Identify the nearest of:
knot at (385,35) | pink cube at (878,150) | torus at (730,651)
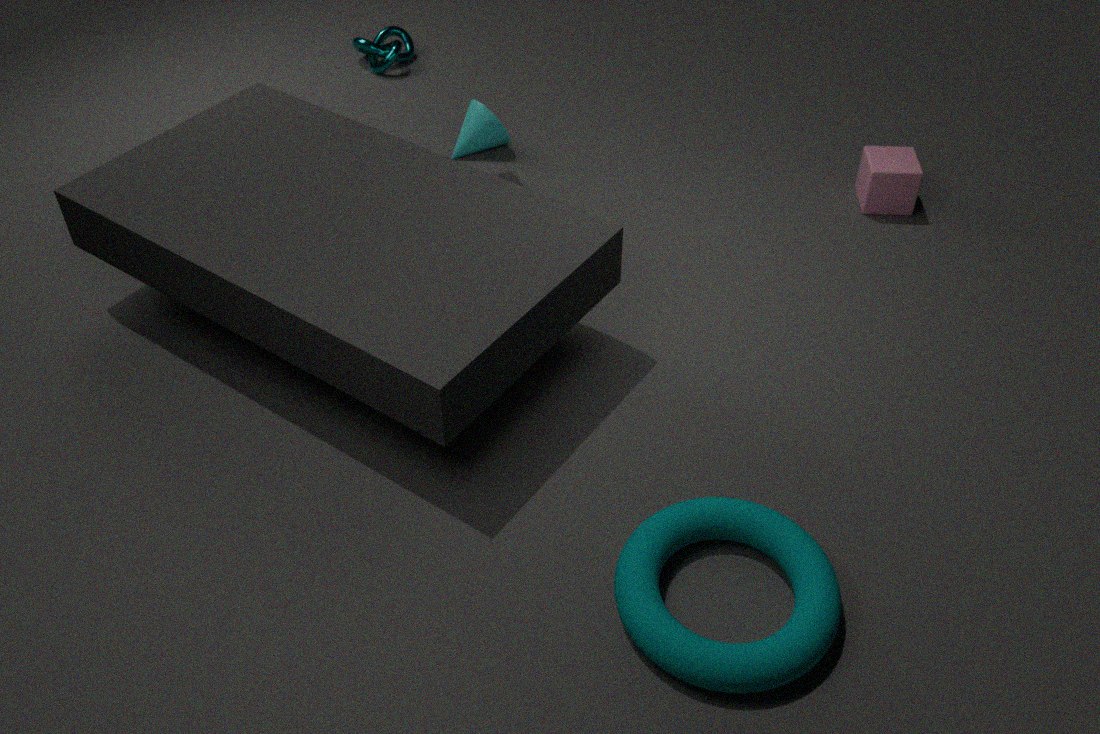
torus at (730,651)
